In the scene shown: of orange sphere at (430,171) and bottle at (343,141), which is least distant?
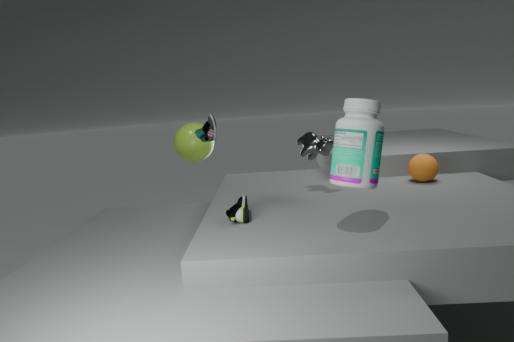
bottle at (343,141)
